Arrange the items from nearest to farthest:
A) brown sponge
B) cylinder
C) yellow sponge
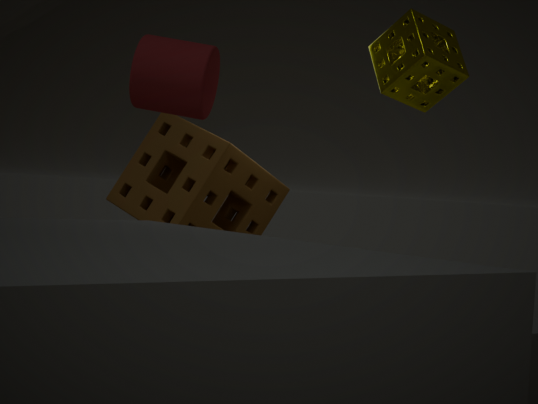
cylinder < yellow sponge < brown sponge
